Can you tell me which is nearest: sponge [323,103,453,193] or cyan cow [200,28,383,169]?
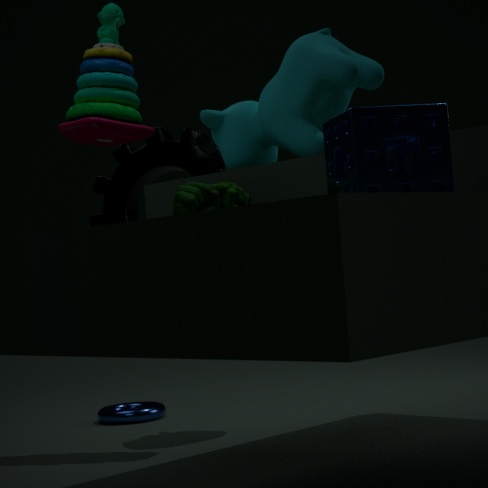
sponge [323,103,453,193]
